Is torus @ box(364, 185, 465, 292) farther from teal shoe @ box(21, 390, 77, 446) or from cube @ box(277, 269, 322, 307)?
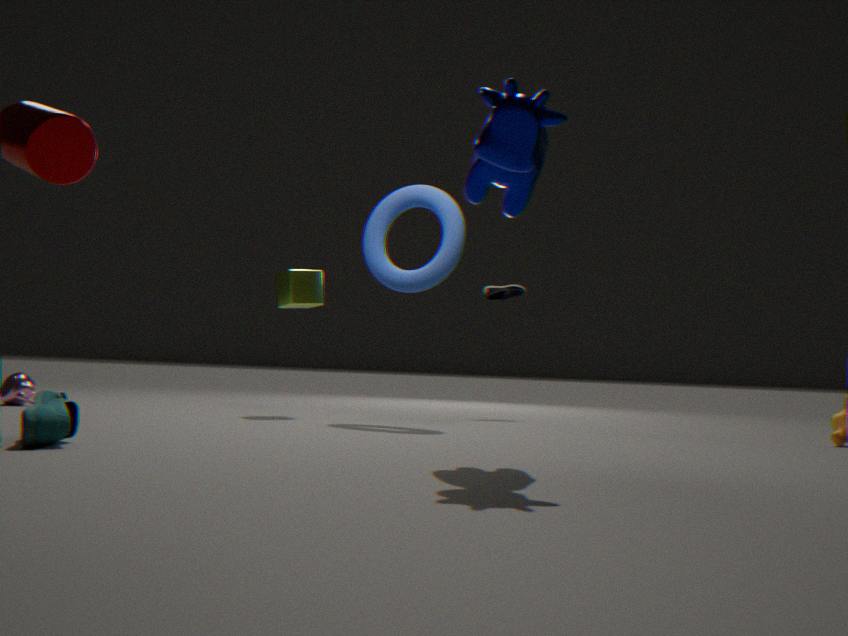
teal shoe @ box(21, 390, 77, 446)
